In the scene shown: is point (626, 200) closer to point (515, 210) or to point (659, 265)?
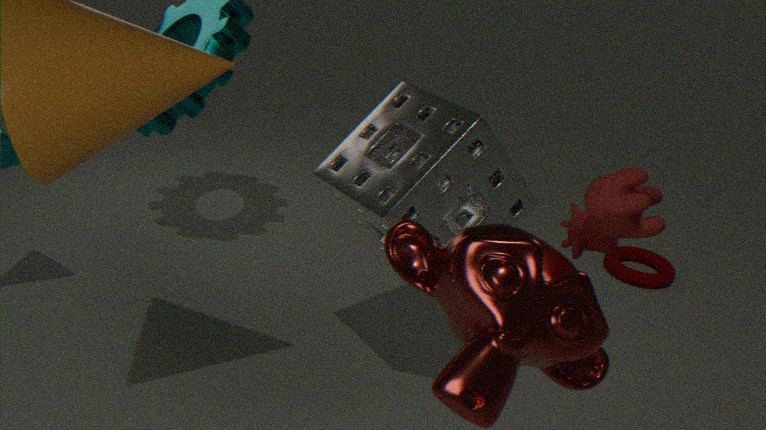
point (515, 210)
